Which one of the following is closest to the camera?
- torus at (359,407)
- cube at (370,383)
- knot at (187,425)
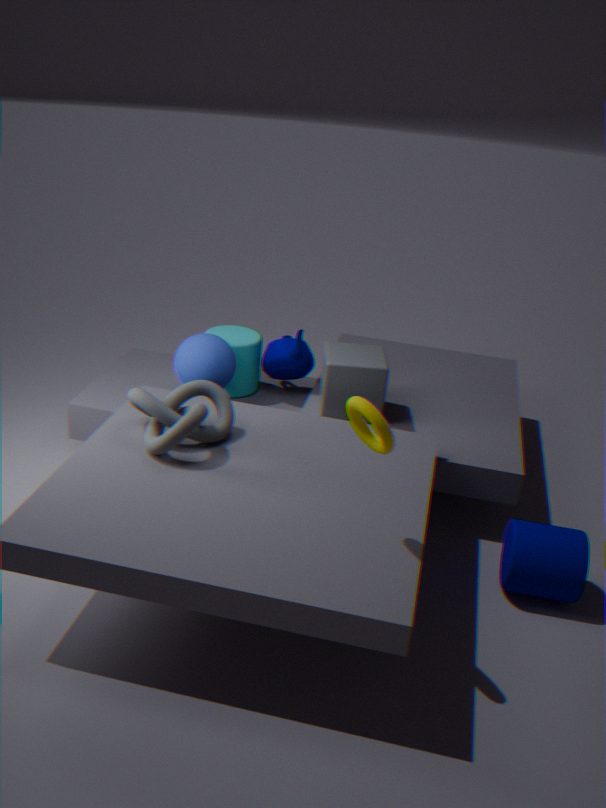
torus at (359,407)
